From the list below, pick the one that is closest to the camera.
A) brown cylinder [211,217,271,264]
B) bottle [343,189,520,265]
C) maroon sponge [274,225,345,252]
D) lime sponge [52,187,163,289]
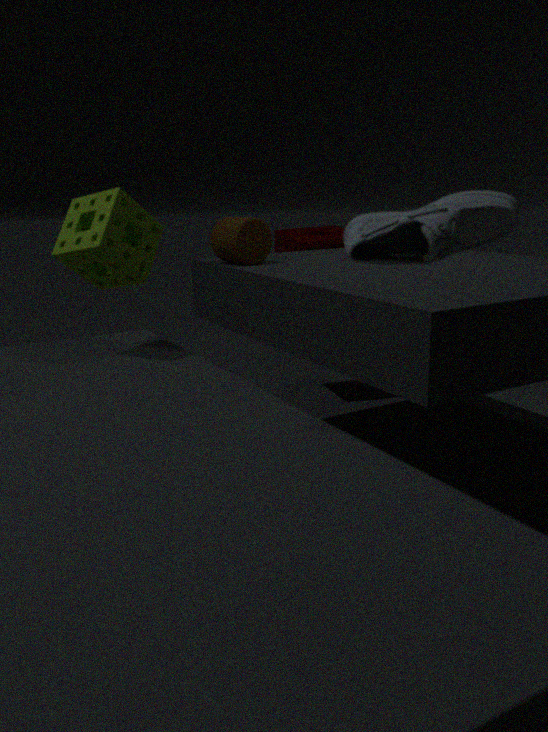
bottle [343,189,520,265]
